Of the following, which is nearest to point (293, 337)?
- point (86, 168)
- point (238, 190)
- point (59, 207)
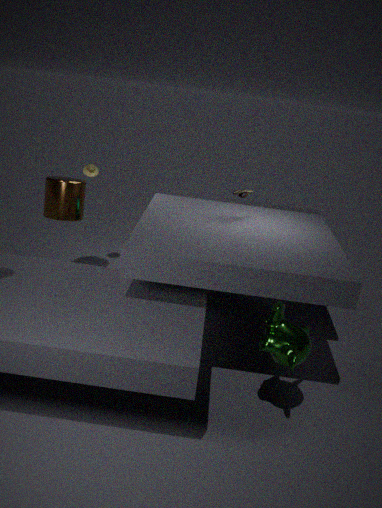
point (238, 190)
